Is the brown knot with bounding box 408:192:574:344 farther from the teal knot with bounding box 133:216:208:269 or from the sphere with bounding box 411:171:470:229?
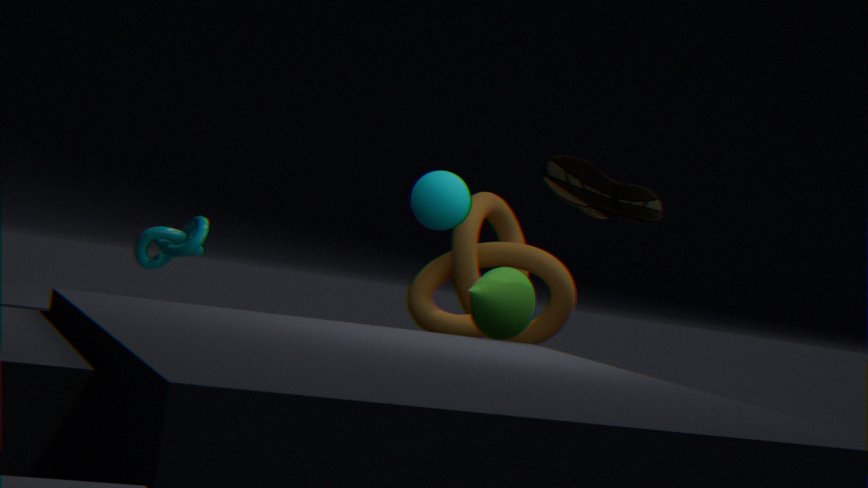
the teal knot with bounding box 133:216:208:269
